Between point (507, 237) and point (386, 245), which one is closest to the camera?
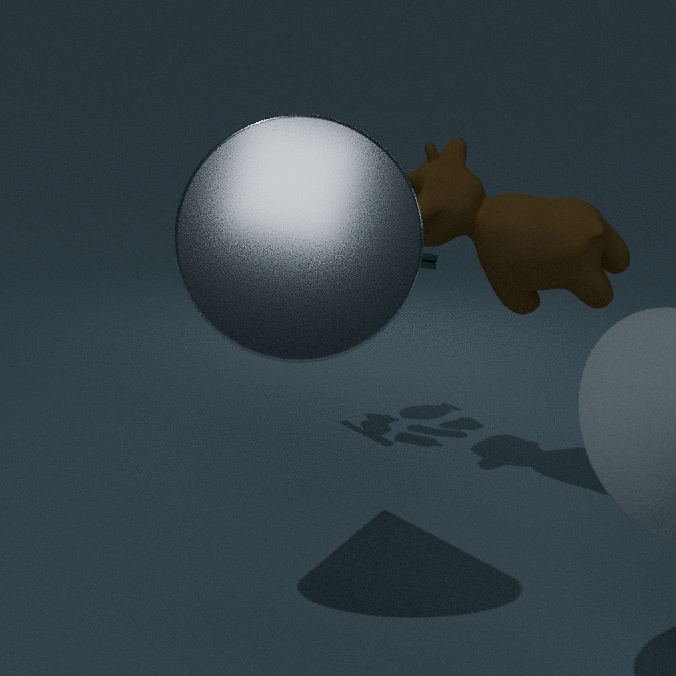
point (386, 245)
